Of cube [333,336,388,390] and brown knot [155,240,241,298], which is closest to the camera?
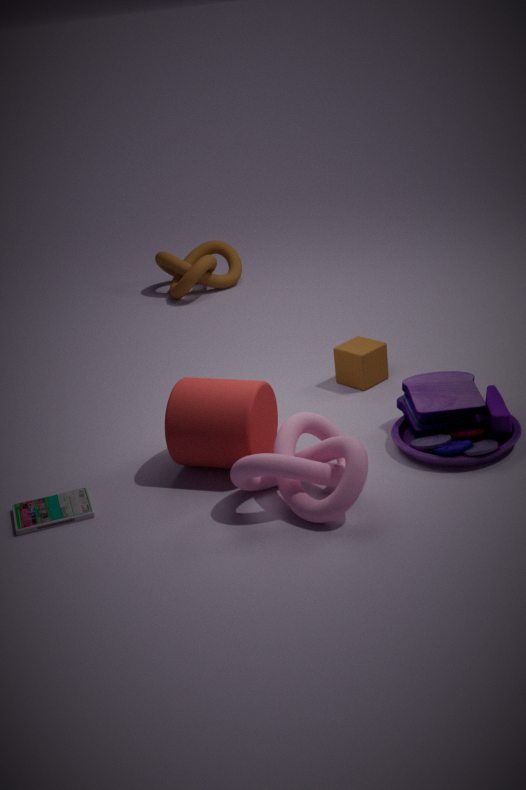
cube [333,336,388,390]
